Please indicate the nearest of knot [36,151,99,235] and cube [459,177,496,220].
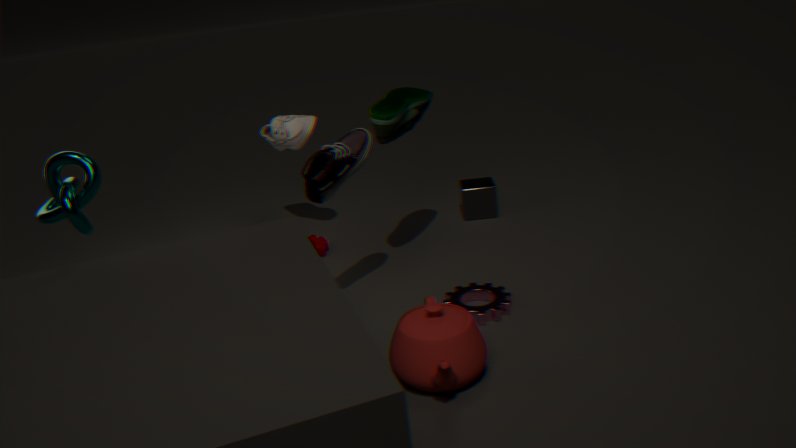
knot [36,151,99,235]
